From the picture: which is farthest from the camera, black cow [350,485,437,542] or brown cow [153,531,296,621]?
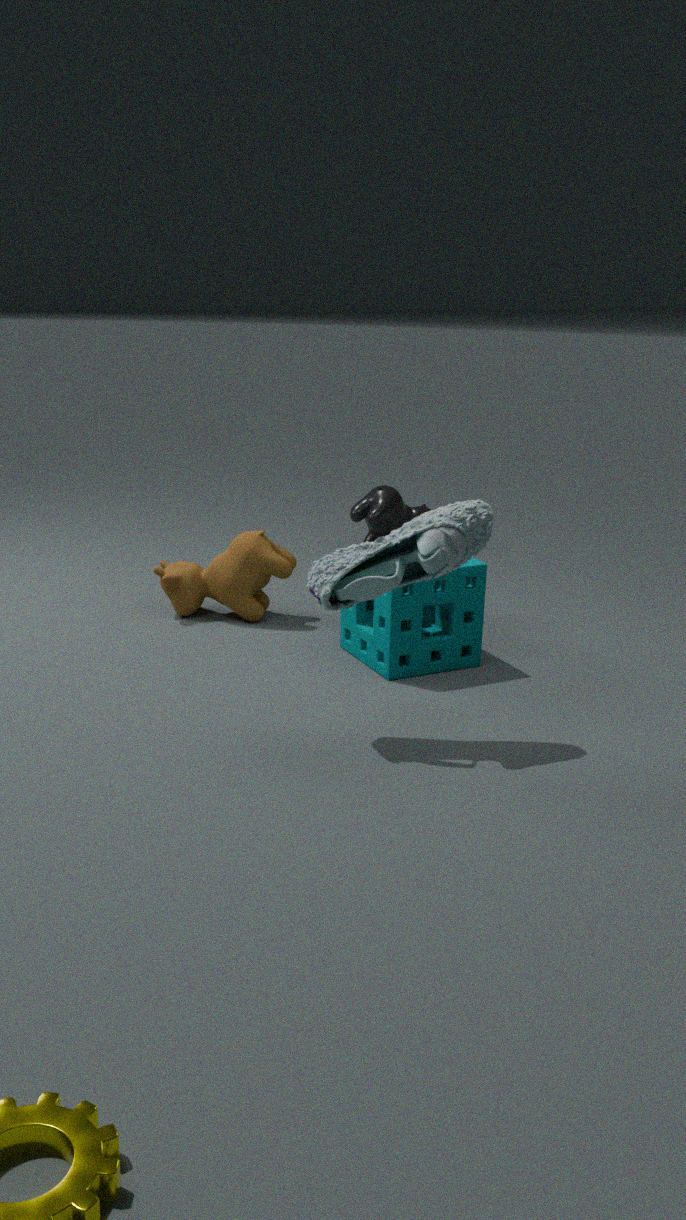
black cow [350,485,437,542]
